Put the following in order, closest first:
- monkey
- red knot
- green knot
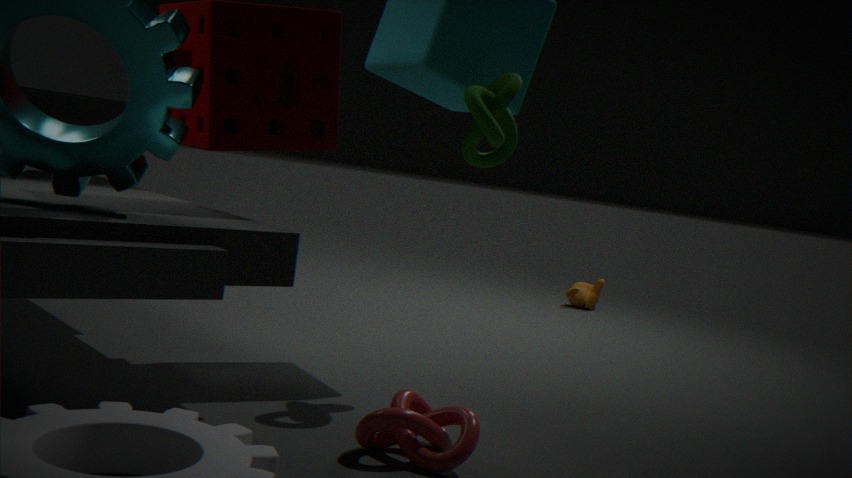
red knot, green knot, monkey
